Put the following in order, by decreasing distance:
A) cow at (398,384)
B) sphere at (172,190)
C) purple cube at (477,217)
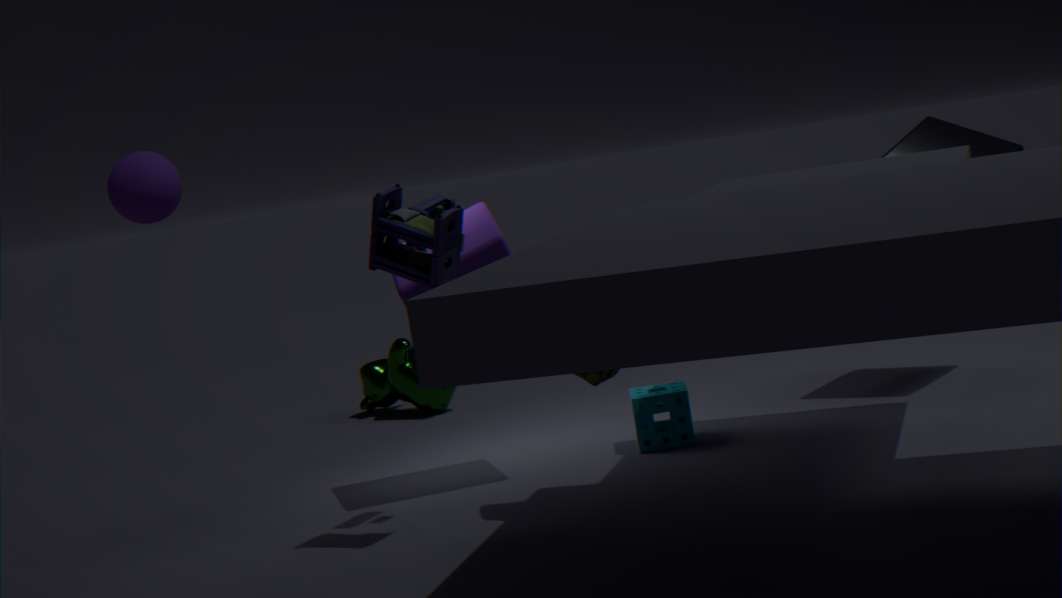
cow at (398,384) < purple cube at (477,217) < sphere at (172,190)
